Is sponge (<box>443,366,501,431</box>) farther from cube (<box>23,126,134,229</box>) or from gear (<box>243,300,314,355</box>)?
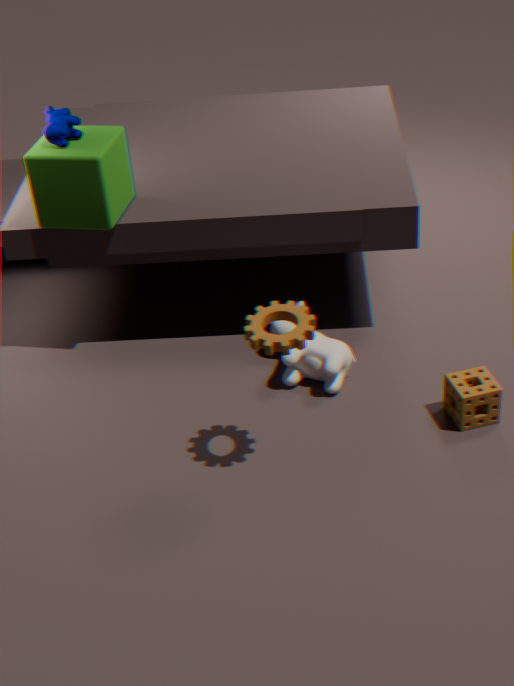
cube (<box>23,126,134,229</box>)
